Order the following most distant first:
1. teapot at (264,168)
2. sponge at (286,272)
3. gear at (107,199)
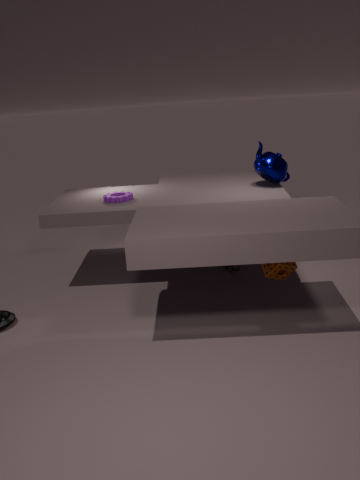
teapot at (264,168)
gear at (107,199)
sponge at (286,272)
